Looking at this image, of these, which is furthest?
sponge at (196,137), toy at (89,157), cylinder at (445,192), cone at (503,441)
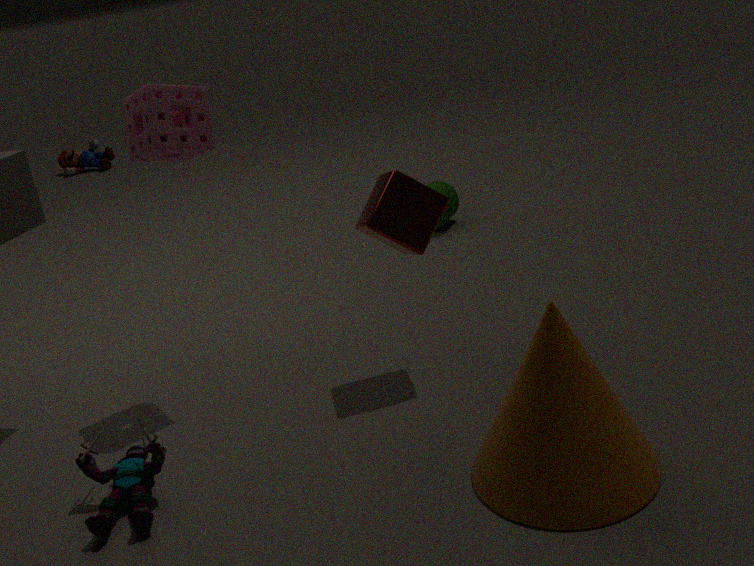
toy at (89,157)
